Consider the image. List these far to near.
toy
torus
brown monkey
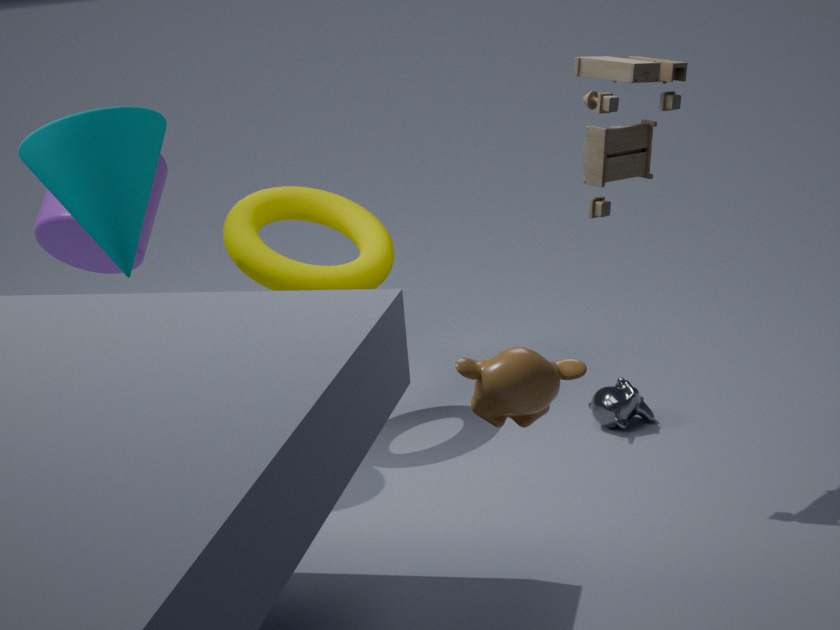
torus, toy, brown monkey
